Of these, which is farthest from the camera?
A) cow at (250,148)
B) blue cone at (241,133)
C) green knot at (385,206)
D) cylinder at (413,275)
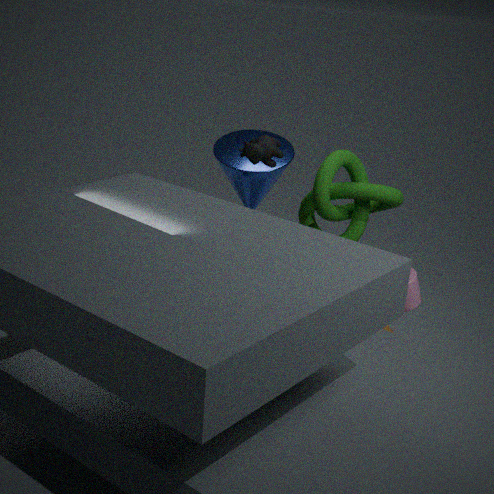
cylinder at (413,275)
